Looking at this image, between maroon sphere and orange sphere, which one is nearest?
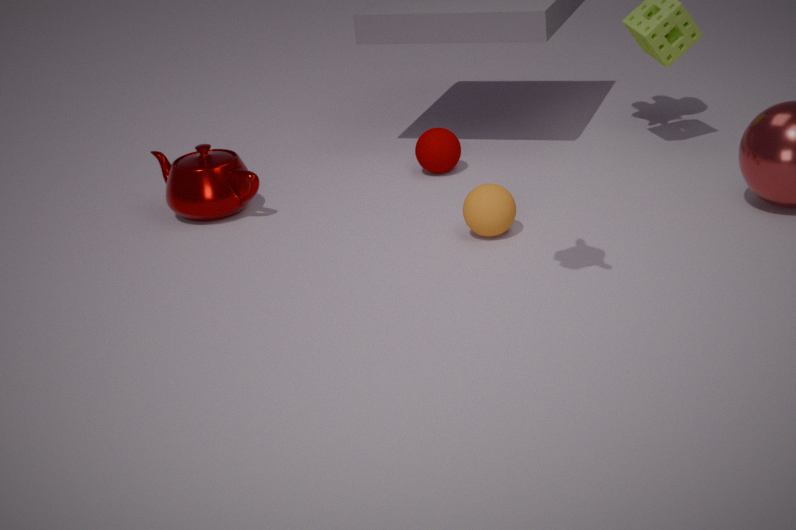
orange sphere
